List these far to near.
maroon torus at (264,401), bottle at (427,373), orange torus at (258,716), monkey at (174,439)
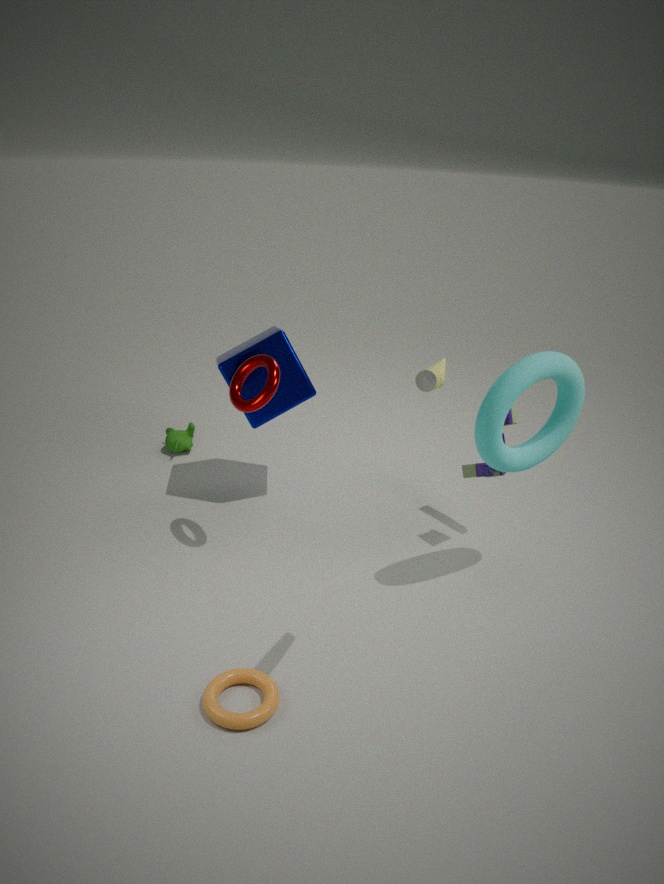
monkey at (174,439), maroon torus at (264,401), orange torus at (258,716), bottle at (427,373)
